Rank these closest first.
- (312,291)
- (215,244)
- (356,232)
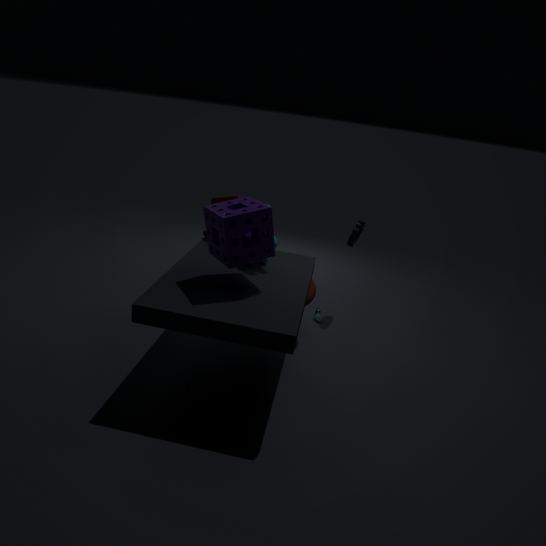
(215,244) < (312,291) < (356,232)
